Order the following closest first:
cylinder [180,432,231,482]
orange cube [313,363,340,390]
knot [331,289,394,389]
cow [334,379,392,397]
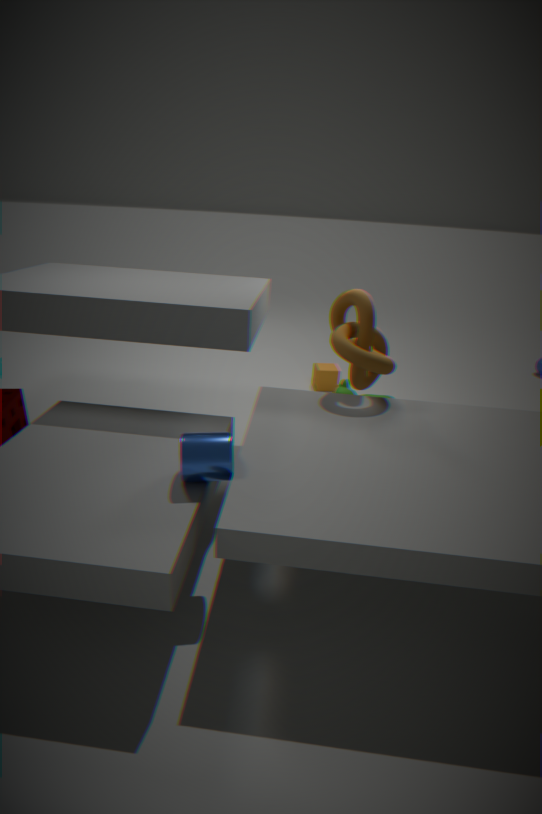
cylinder [180,432,231,482], knot [331,289,394,389], cow [334,379,392,397], orange cube [313,363,340,390]
